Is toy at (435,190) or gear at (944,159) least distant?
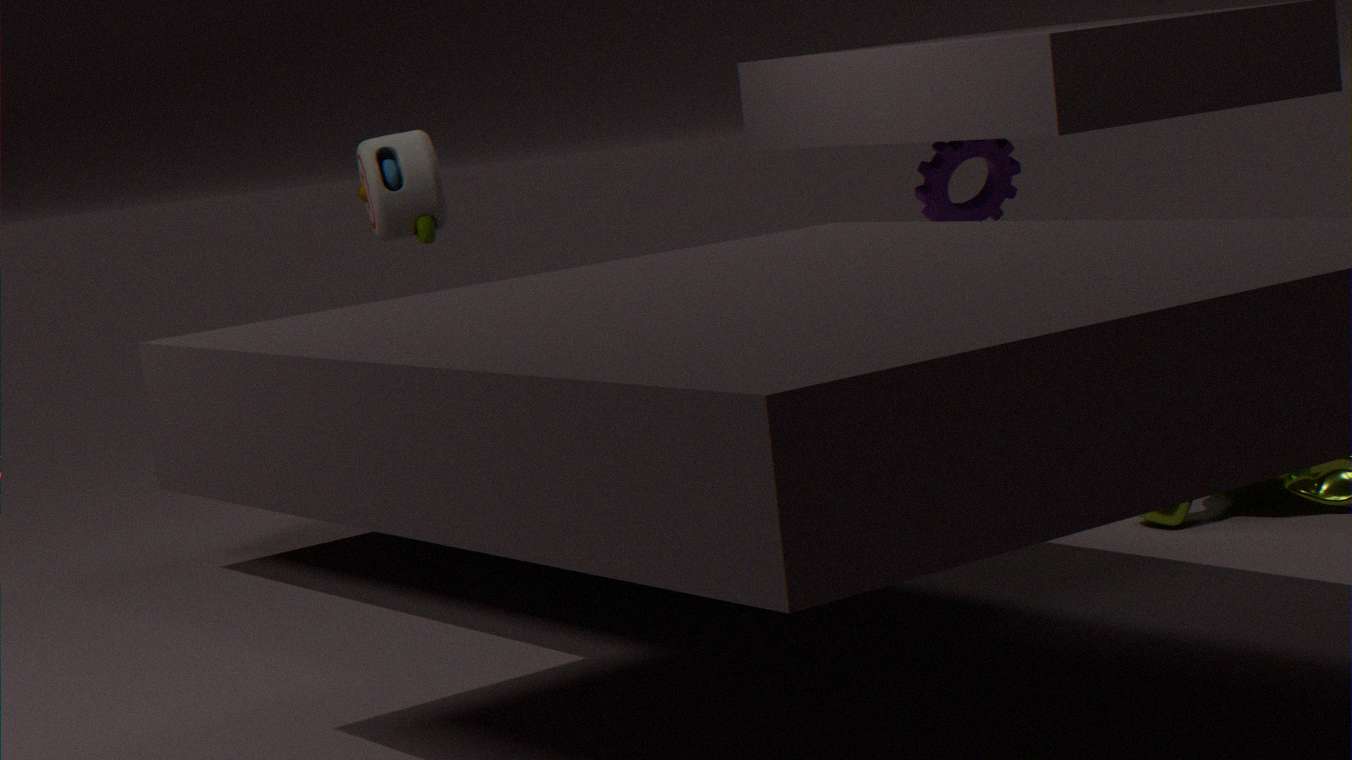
toy at (435,190)
